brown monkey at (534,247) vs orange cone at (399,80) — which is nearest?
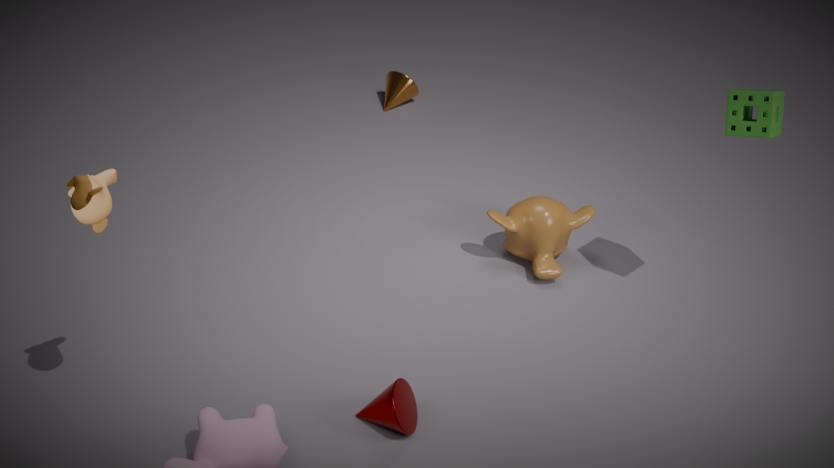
brown monkey at (534,247)
